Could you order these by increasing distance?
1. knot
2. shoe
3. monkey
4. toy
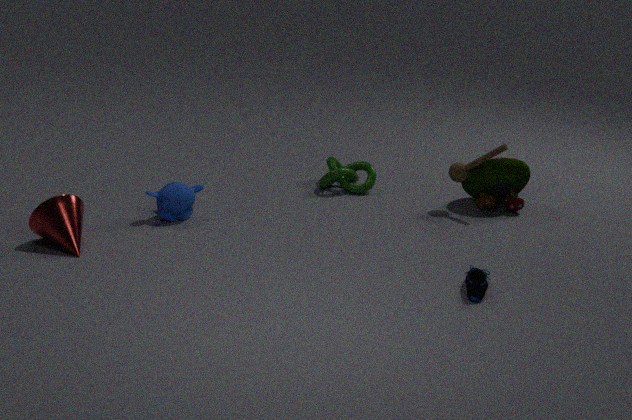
shoe, monkey, toy, knot
